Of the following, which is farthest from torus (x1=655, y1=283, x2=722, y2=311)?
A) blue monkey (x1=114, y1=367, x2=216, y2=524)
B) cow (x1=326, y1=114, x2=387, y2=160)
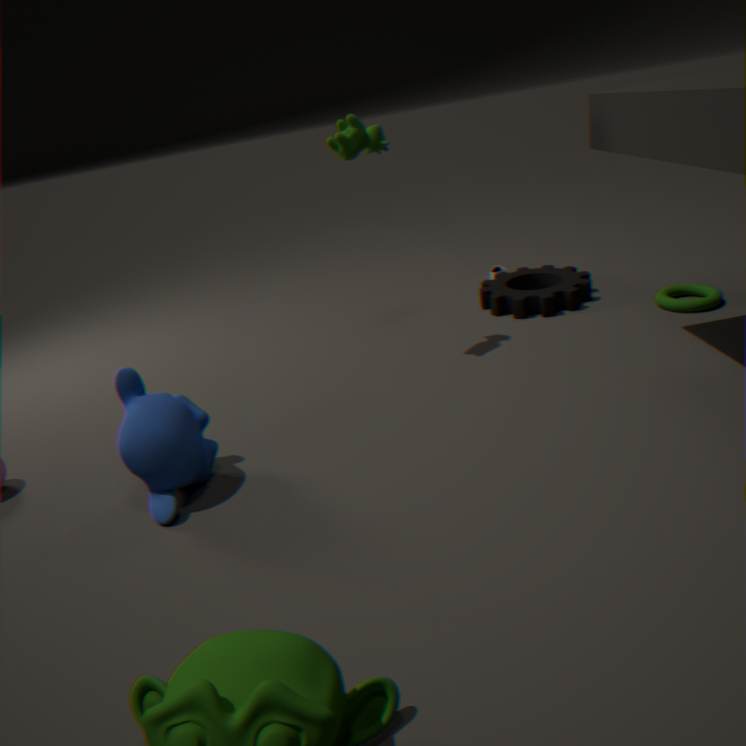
blue monkey (x1=114, y1=367, x2=216, y2=524)
